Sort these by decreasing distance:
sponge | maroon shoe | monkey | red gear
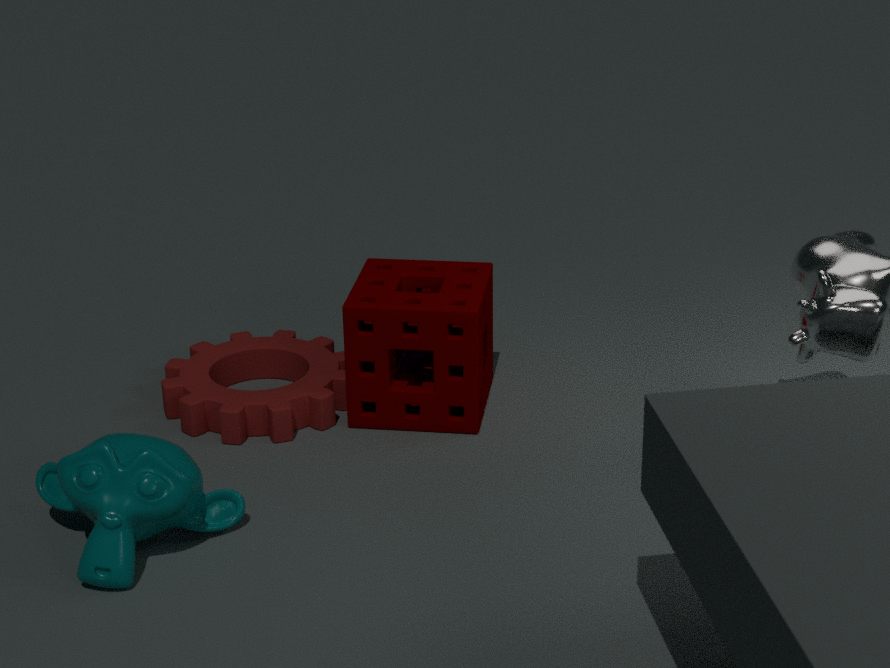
maroon shoe, red gear, sponge, monkey
